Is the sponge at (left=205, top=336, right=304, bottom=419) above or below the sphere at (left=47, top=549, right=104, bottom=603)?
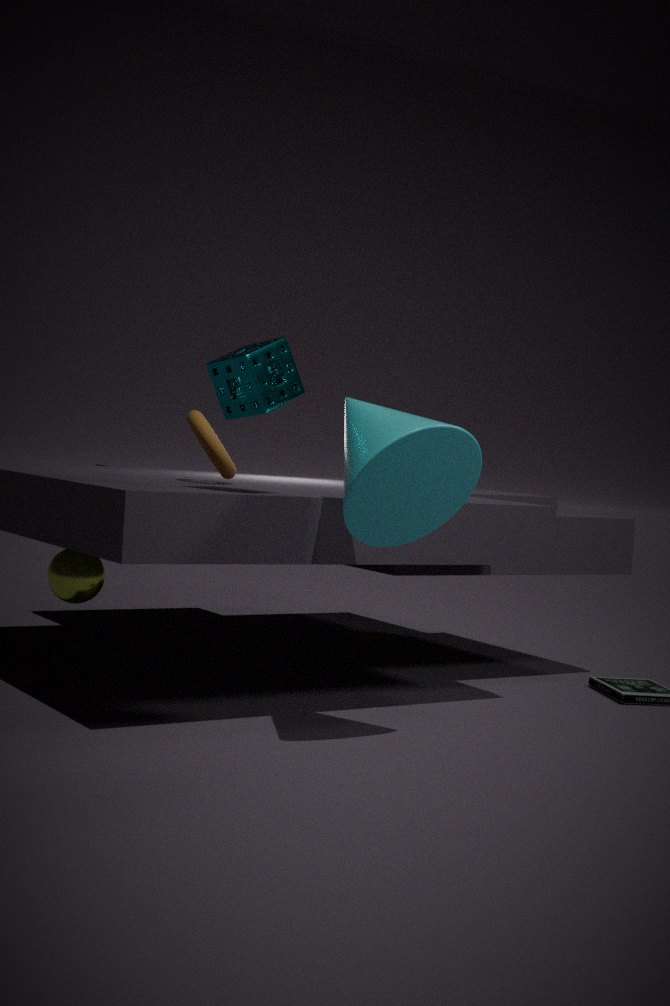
above
